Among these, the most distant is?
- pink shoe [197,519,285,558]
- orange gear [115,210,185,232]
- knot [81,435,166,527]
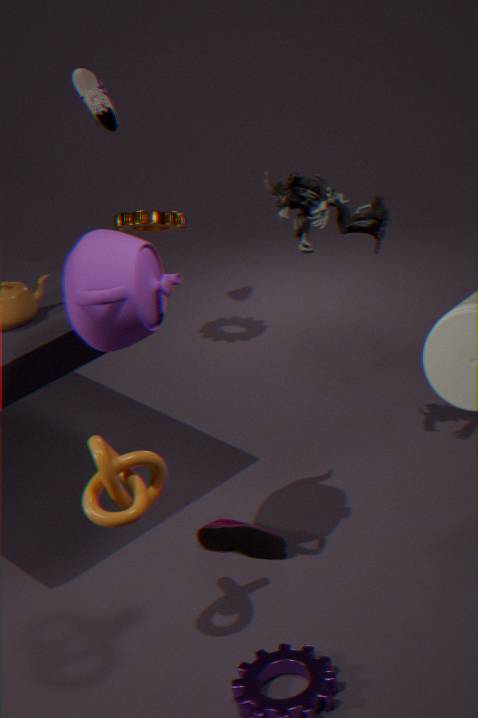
orange gear [115,210,185,232]
